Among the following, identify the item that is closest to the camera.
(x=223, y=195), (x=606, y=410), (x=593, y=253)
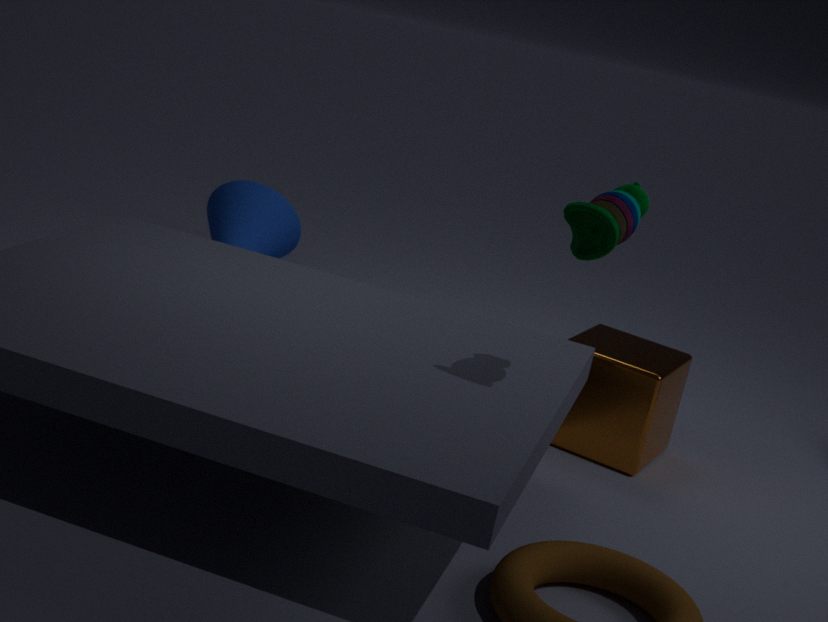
(x=593, y=253)
